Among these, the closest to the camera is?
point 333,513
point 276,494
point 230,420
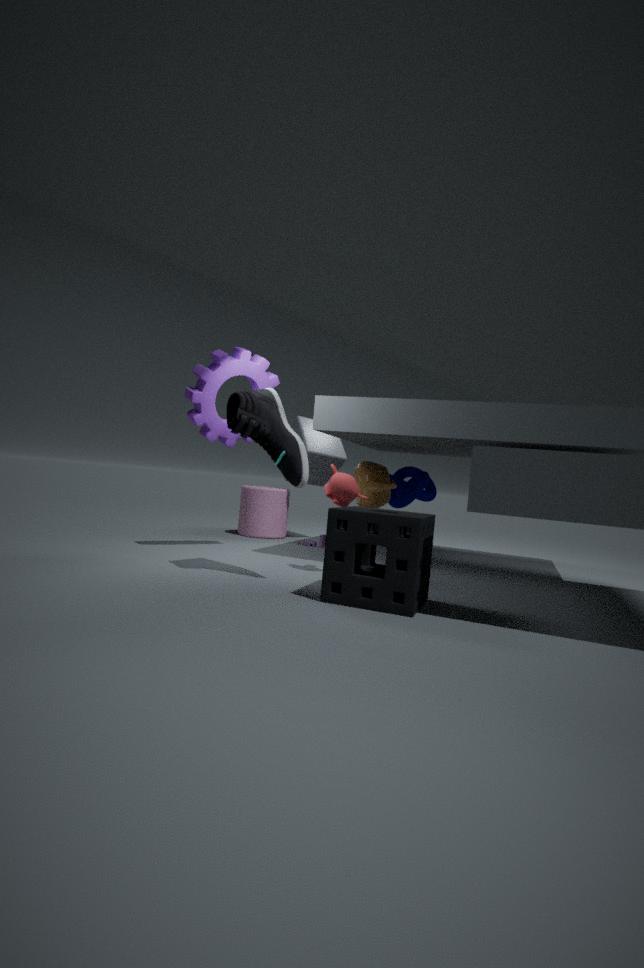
point 333,513
